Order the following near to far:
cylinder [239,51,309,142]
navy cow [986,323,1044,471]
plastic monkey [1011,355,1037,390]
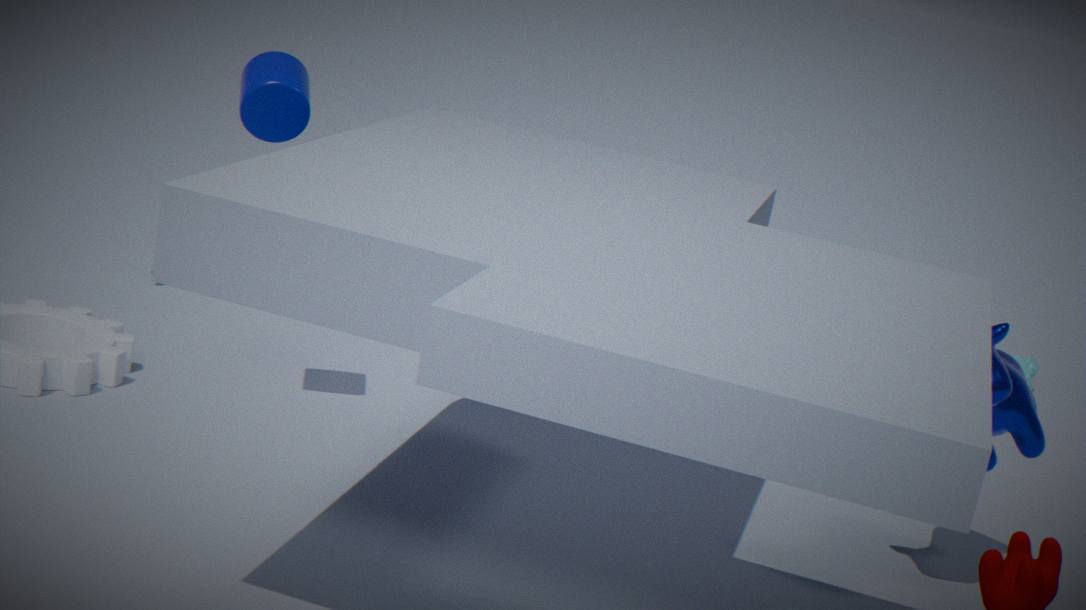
navy cow [986,323,1044,471] → cylinder [239,51,309,142] → plastic monkey [1011,355,1037,390]
